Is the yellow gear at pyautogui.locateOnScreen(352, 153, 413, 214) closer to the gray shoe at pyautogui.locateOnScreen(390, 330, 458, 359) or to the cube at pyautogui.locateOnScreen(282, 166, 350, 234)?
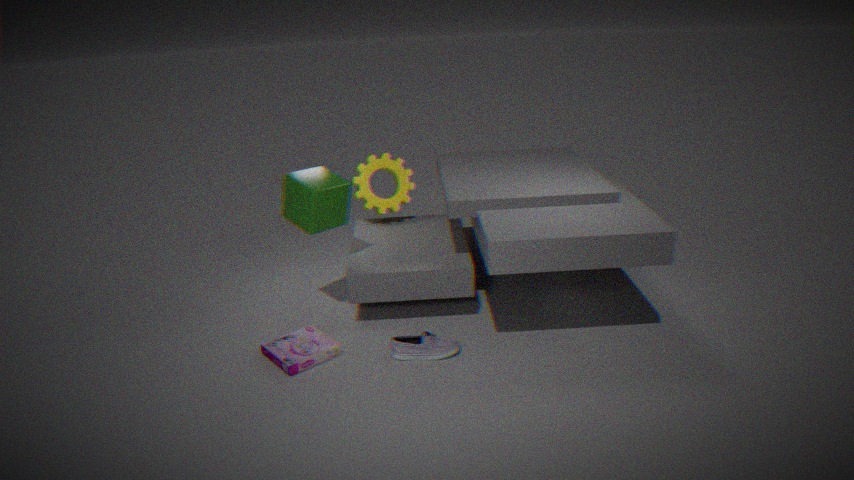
the cube at pyautogui.locateOnScreen(282, 166, 350, 234)
